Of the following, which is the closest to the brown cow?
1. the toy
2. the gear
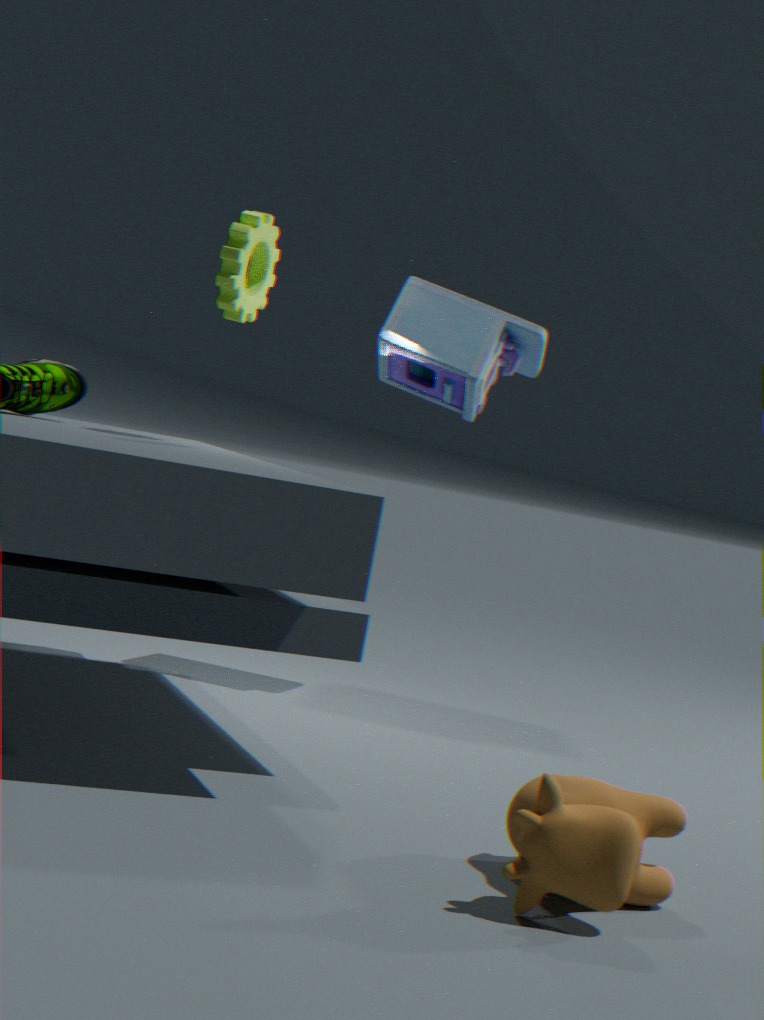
the gear
